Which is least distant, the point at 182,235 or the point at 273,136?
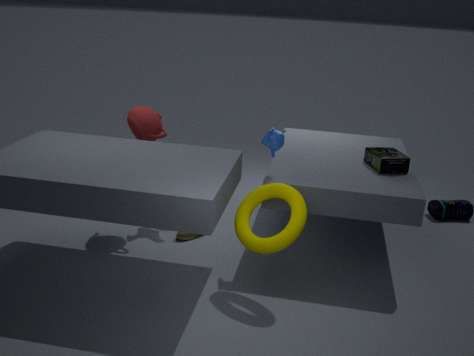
the point at 273,136
